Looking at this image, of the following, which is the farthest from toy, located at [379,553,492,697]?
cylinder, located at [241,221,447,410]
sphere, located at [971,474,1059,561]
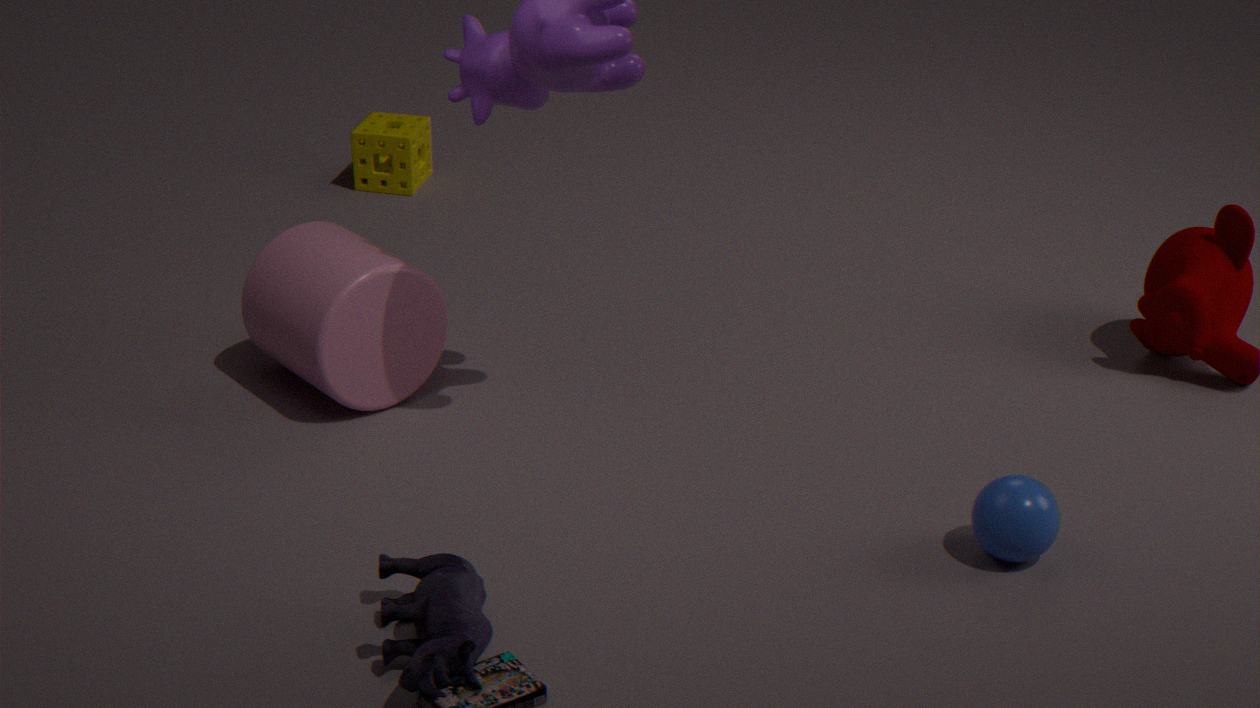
sphere, located at [971,474,1059,561]
